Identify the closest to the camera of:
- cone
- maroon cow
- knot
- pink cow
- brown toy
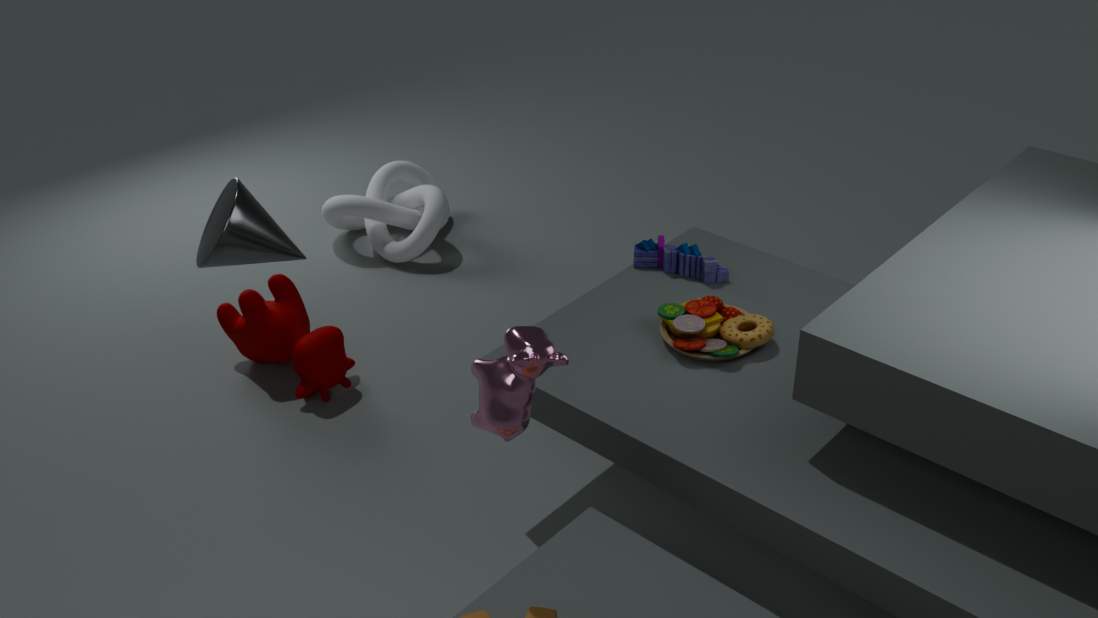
pink cow
